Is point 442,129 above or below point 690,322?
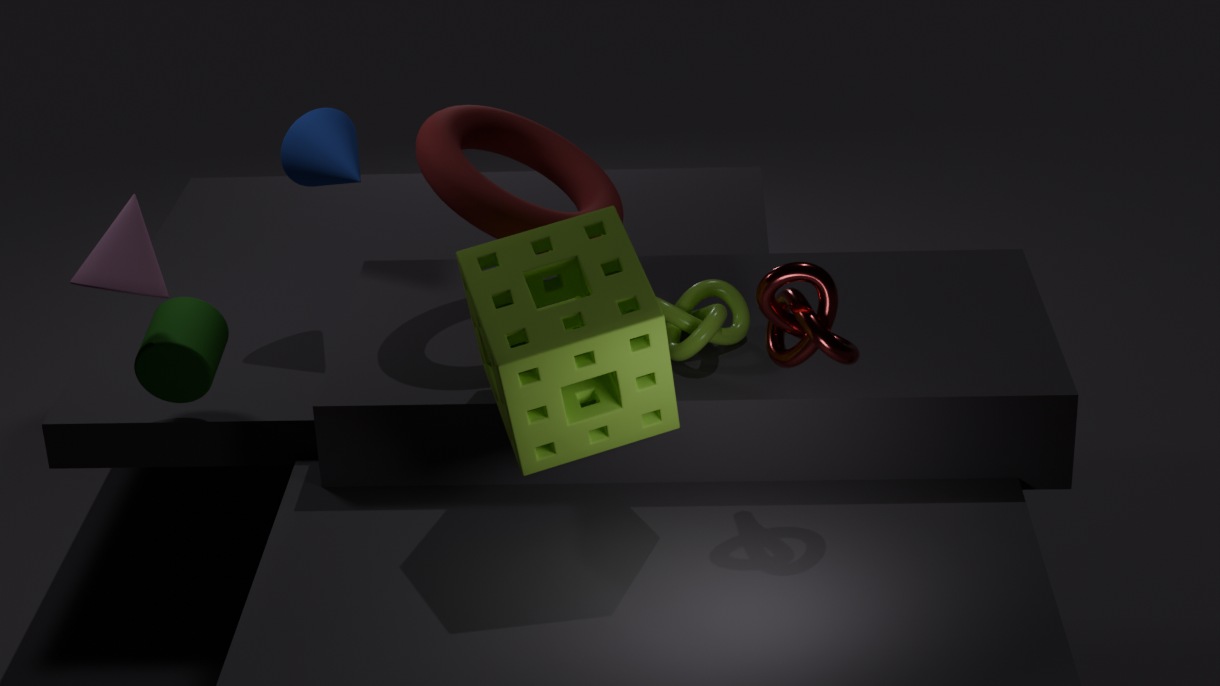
above
